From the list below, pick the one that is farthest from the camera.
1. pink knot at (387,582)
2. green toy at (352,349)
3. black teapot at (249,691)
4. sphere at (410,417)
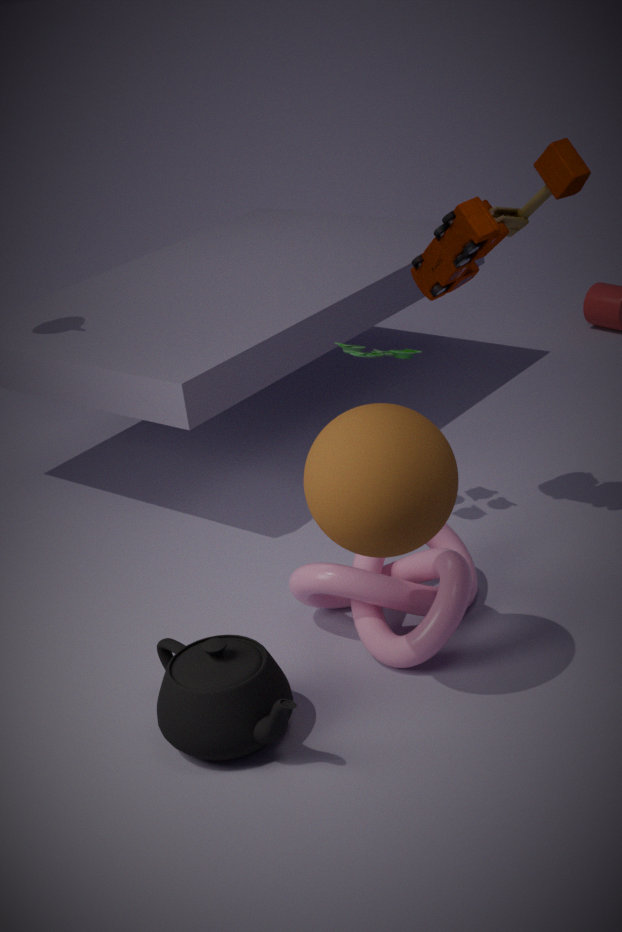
green toy at (352,349)
